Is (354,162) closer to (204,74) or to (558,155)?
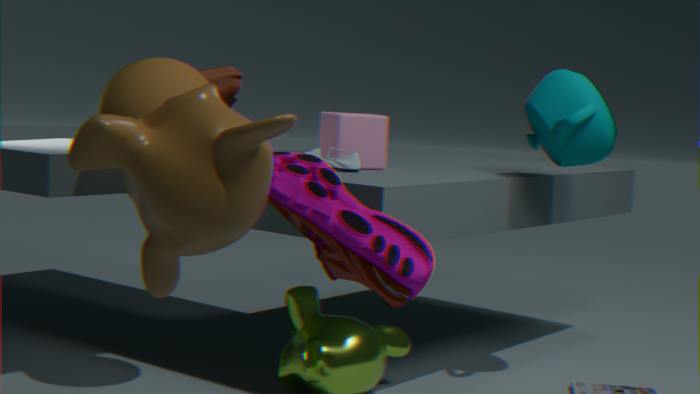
(204,74)
